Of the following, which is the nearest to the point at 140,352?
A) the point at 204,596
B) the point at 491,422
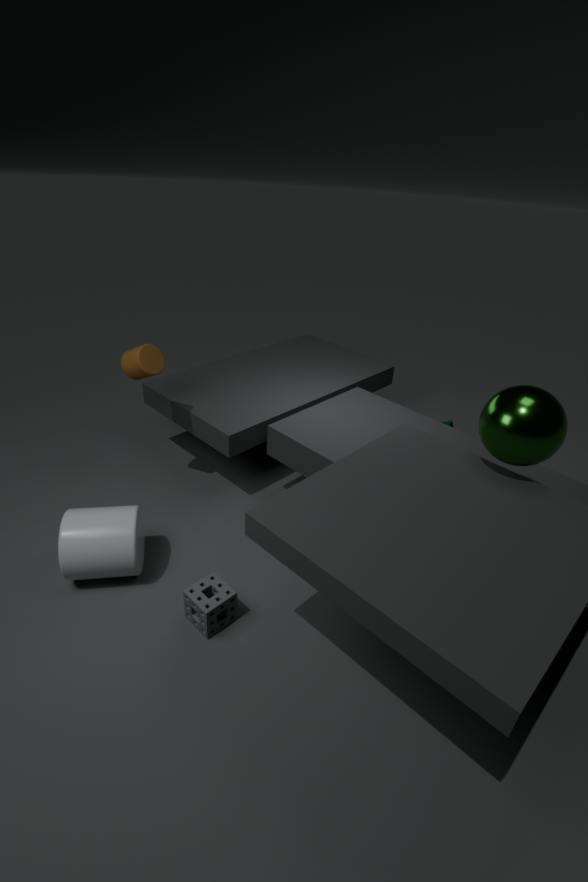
the point at 204,596
